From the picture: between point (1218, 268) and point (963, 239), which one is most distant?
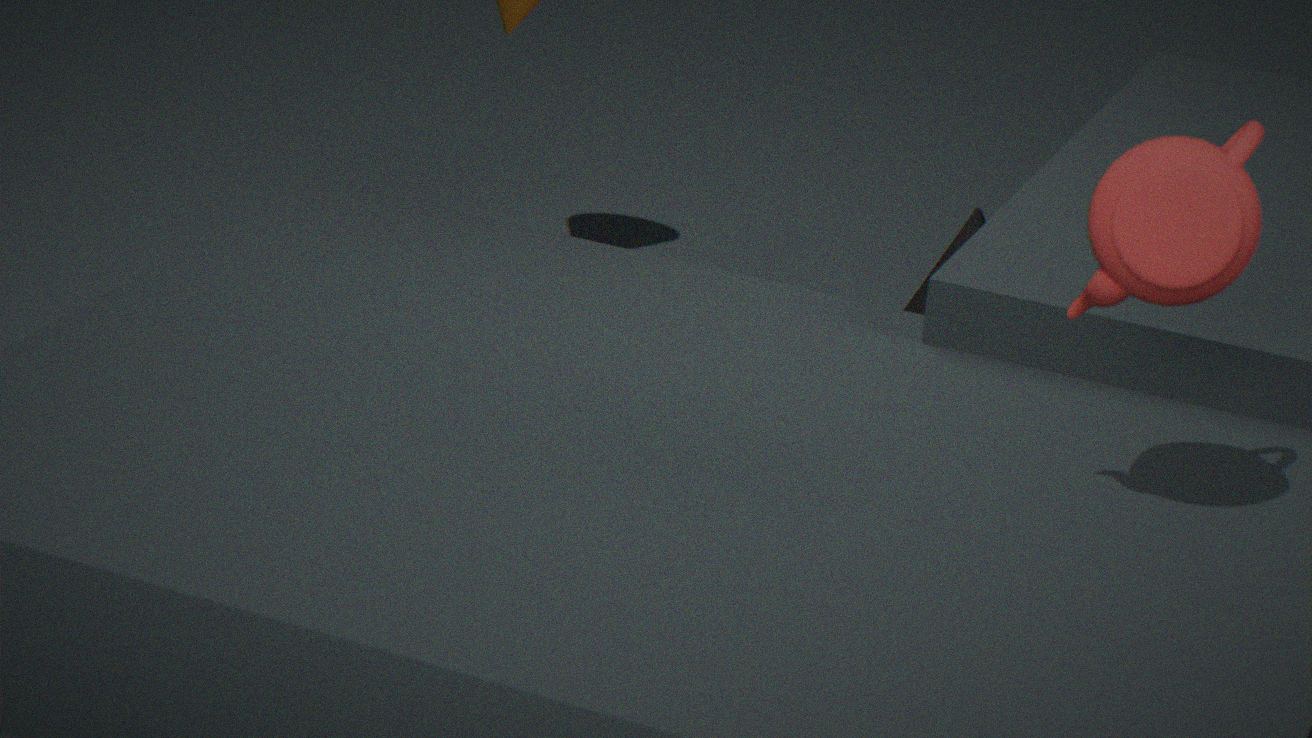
point (963, 239)
